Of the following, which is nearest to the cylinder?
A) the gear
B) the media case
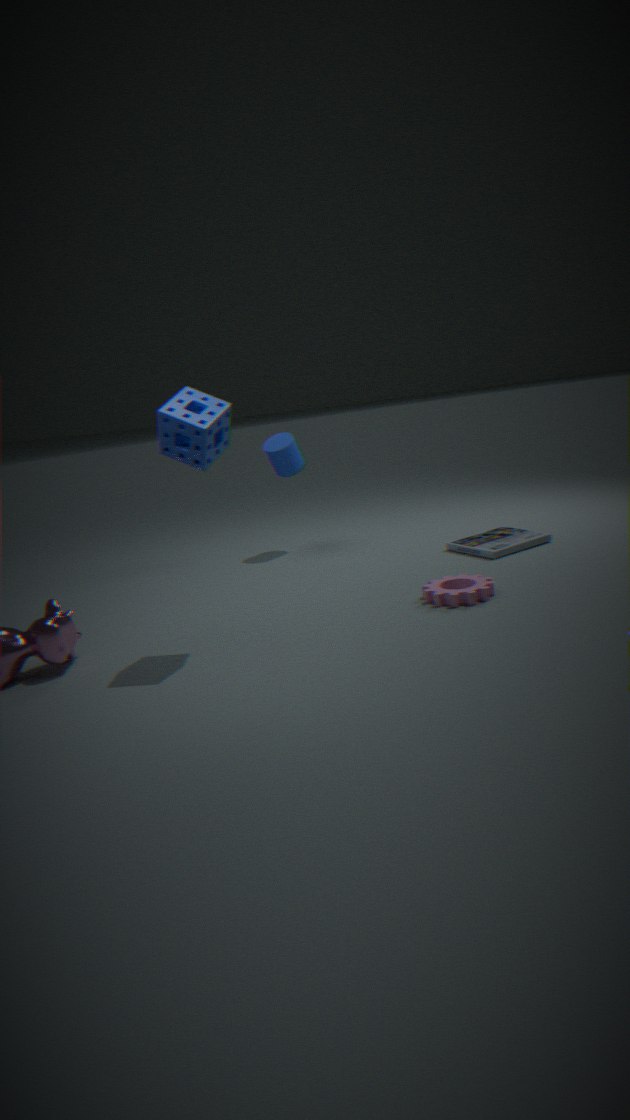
the media case
